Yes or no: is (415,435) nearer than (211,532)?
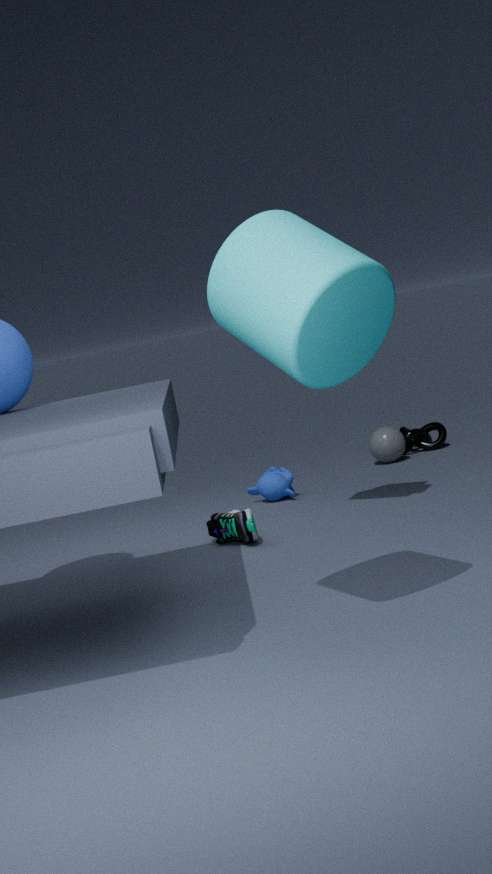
No
